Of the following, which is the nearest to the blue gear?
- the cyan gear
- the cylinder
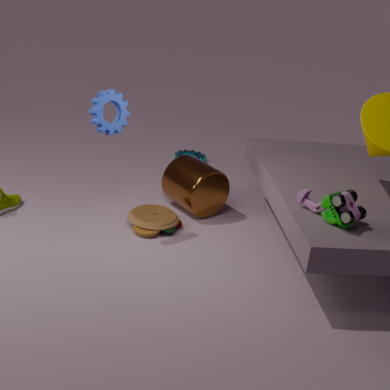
the cylinder
